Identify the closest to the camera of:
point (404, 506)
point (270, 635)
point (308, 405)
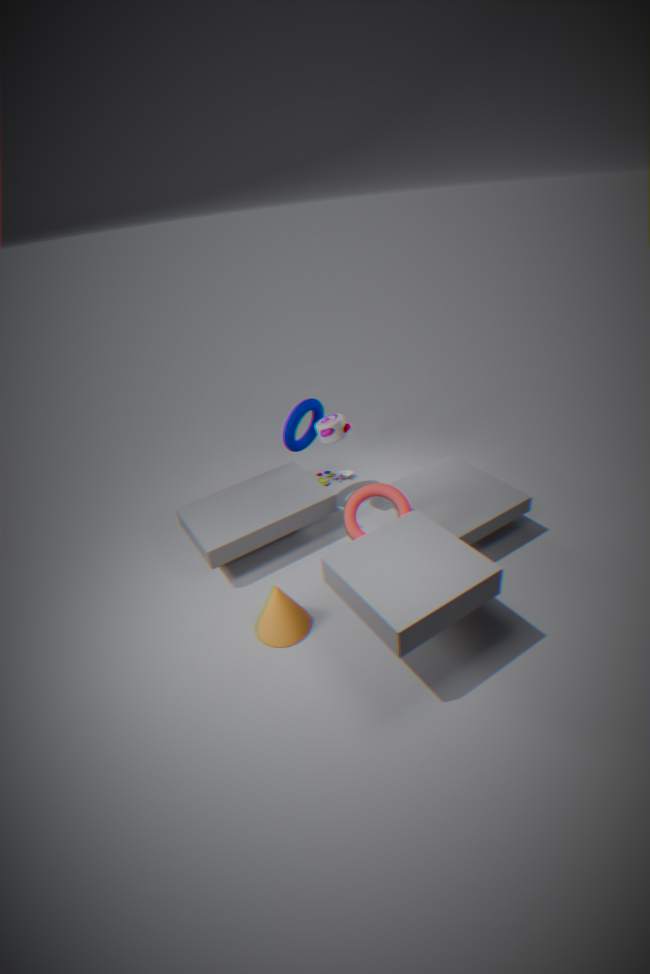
point (270, 635)
